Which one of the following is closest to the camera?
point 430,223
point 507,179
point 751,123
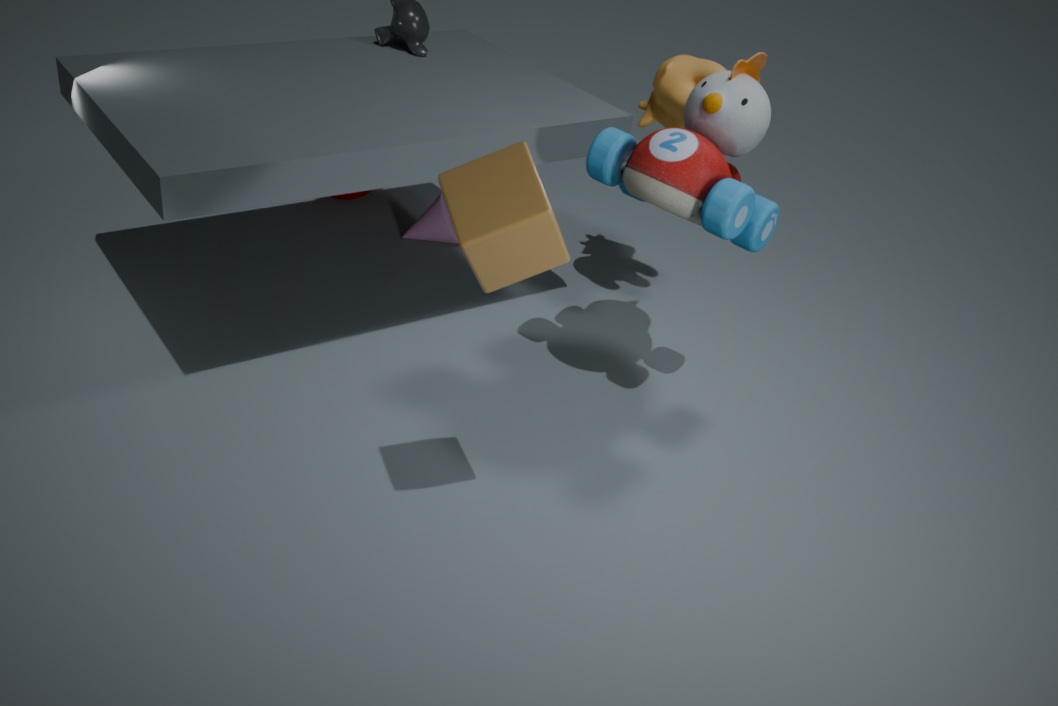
point 507,179
